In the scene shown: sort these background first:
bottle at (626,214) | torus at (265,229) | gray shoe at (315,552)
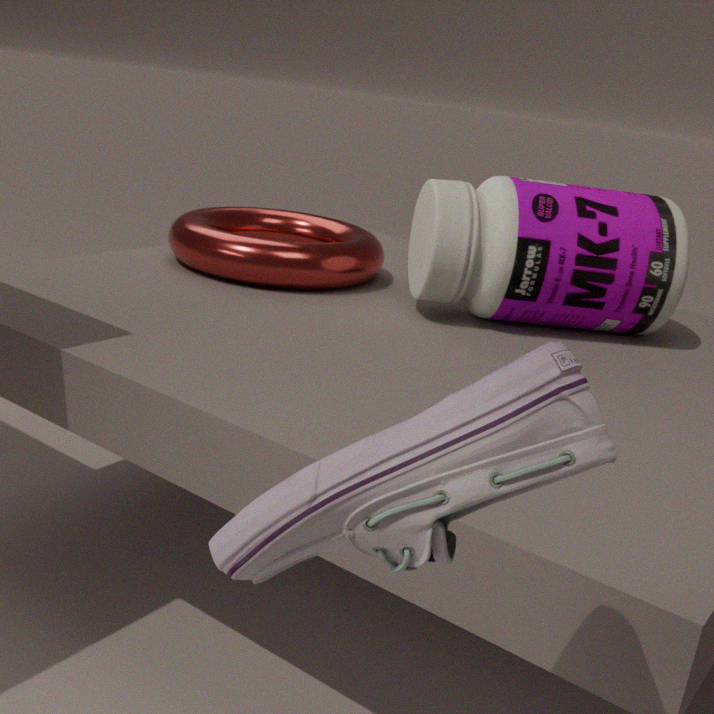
torus at (265,229), bottle at (626,214), gray shoe at (315,552)
